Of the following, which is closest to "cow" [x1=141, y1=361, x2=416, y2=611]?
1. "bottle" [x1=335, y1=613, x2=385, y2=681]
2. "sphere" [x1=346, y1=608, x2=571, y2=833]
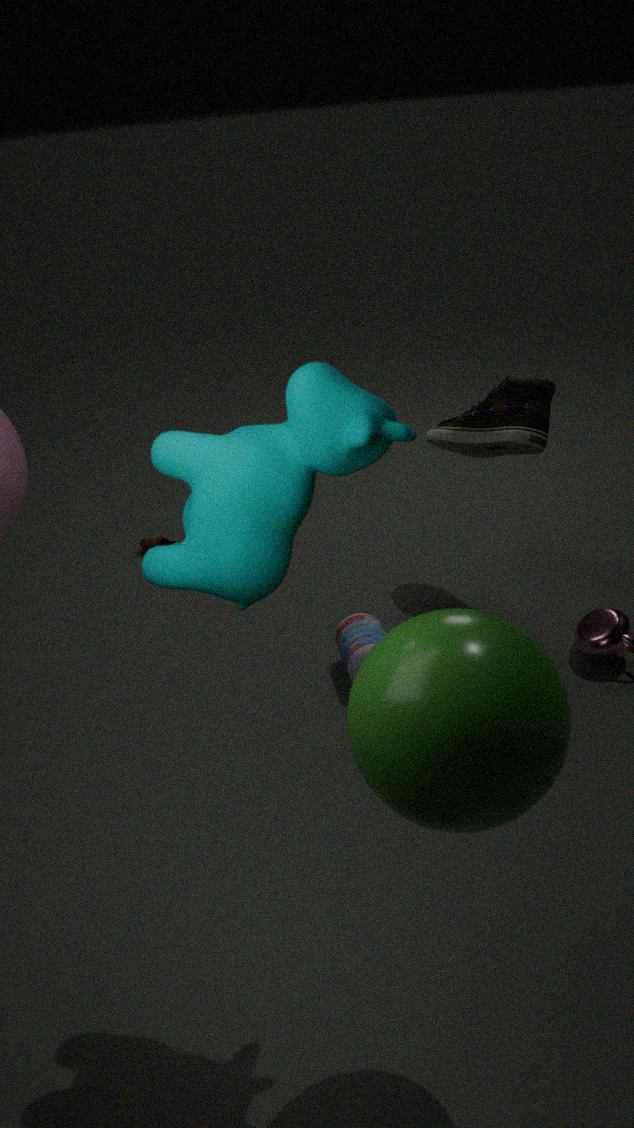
"sphere" [x1=346, y1=608, x2=571, y2=833]
